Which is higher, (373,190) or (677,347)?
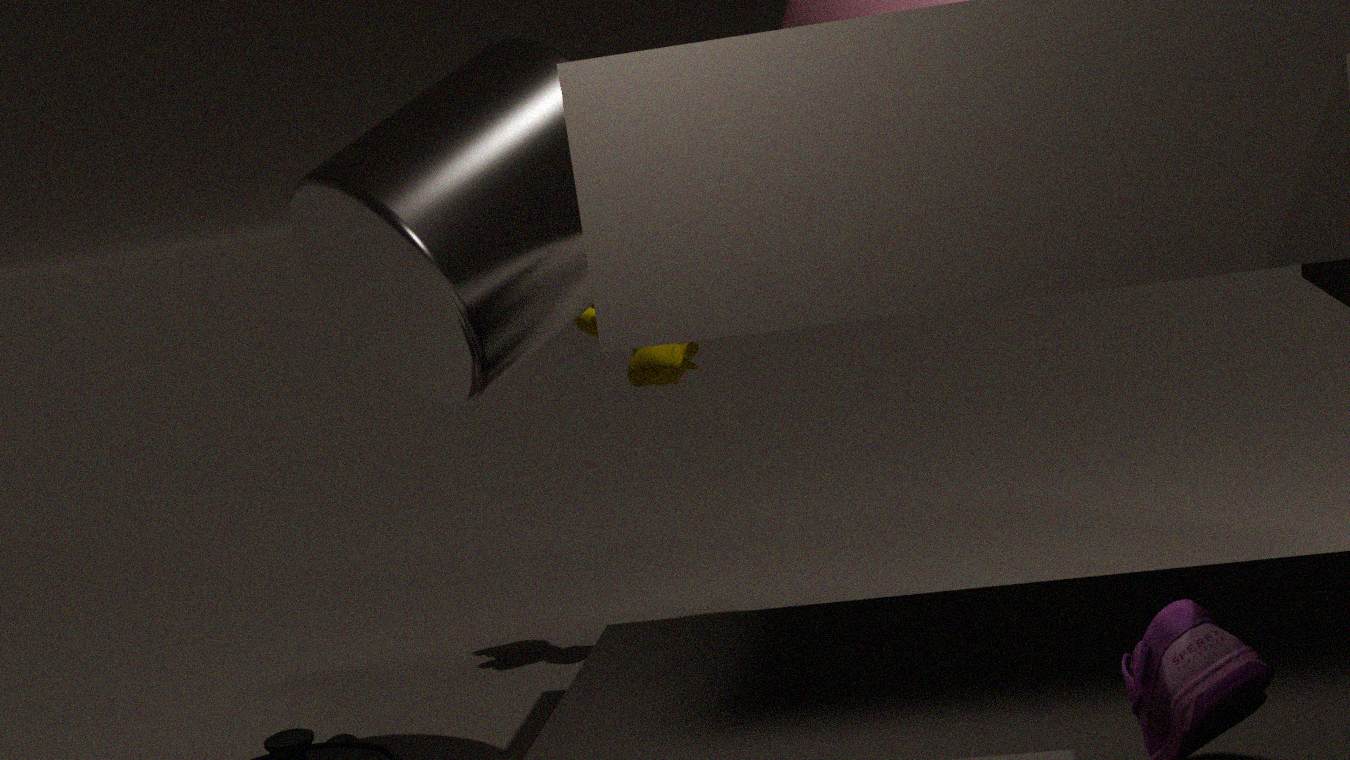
(373,190)
